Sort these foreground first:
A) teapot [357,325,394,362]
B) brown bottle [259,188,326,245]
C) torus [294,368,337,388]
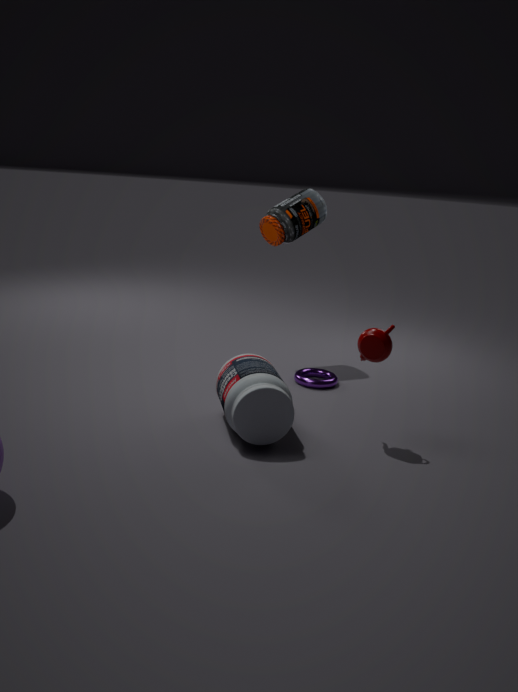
1. teapot [357,325,394,362]
2. torus [294,368,337,388]
3. brown bottle [259,188,326,245]
